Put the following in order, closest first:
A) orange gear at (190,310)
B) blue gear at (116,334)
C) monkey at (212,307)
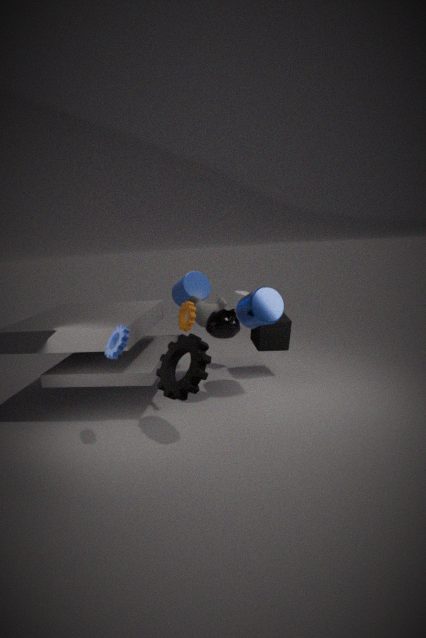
blue gear at (116,334), orange gear at (190,310), monkey at (212,307)
